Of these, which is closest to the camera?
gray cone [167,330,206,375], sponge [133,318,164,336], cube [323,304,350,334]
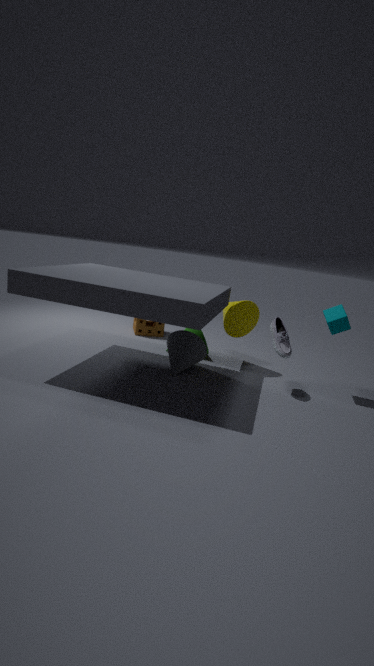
cube [323,304,350,334]
